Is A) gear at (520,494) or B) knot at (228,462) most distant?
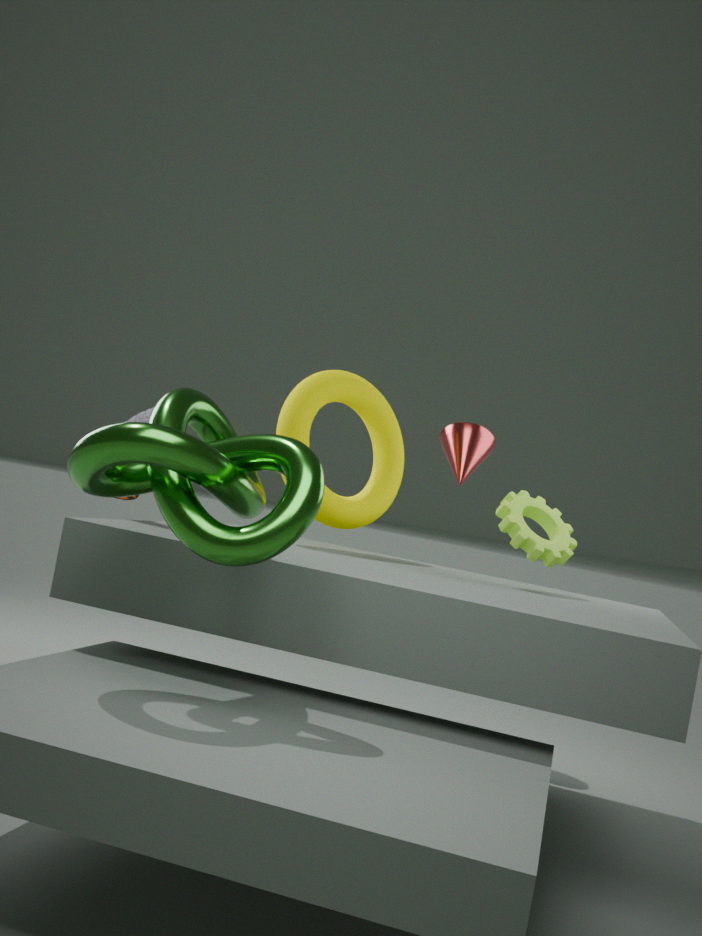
A. gear at (520,494)
